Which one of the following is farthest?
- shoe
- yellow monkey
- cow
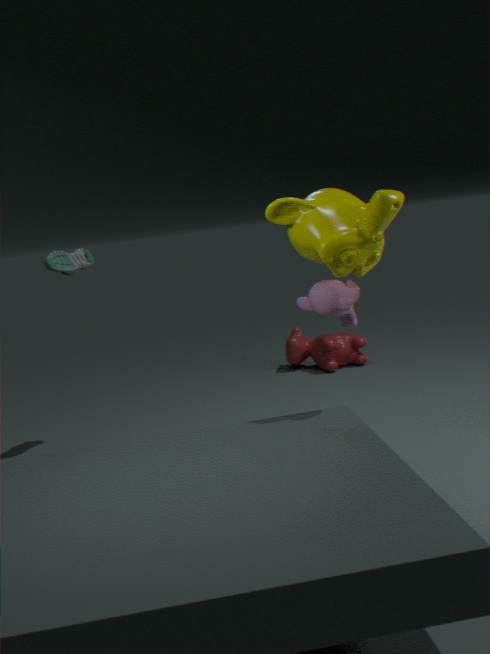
cow
